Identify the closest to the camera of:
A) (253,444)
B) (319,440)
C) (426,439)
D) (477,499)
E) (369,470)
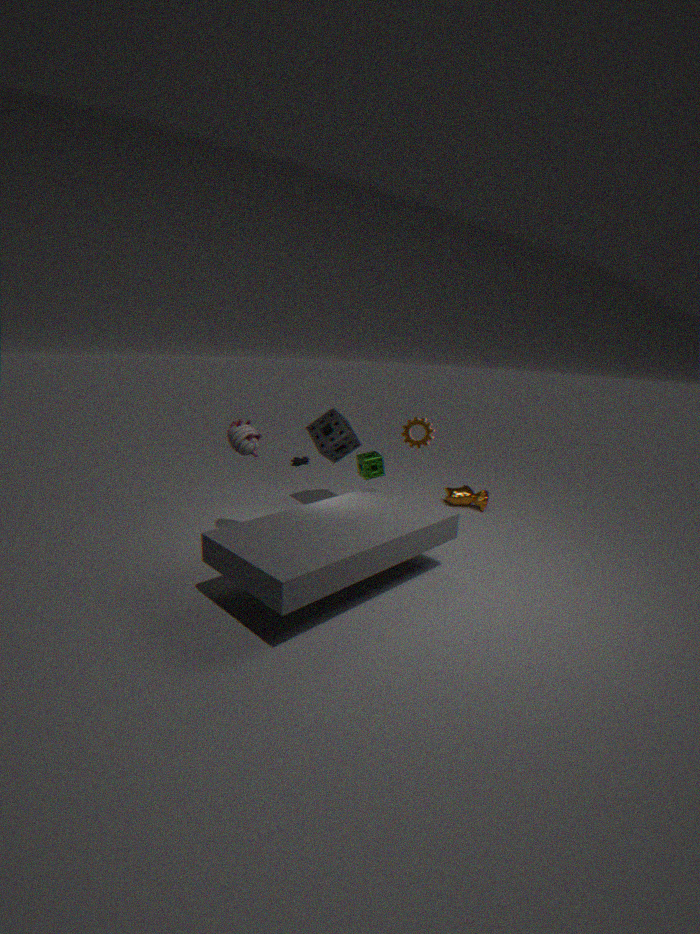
(253,444)
